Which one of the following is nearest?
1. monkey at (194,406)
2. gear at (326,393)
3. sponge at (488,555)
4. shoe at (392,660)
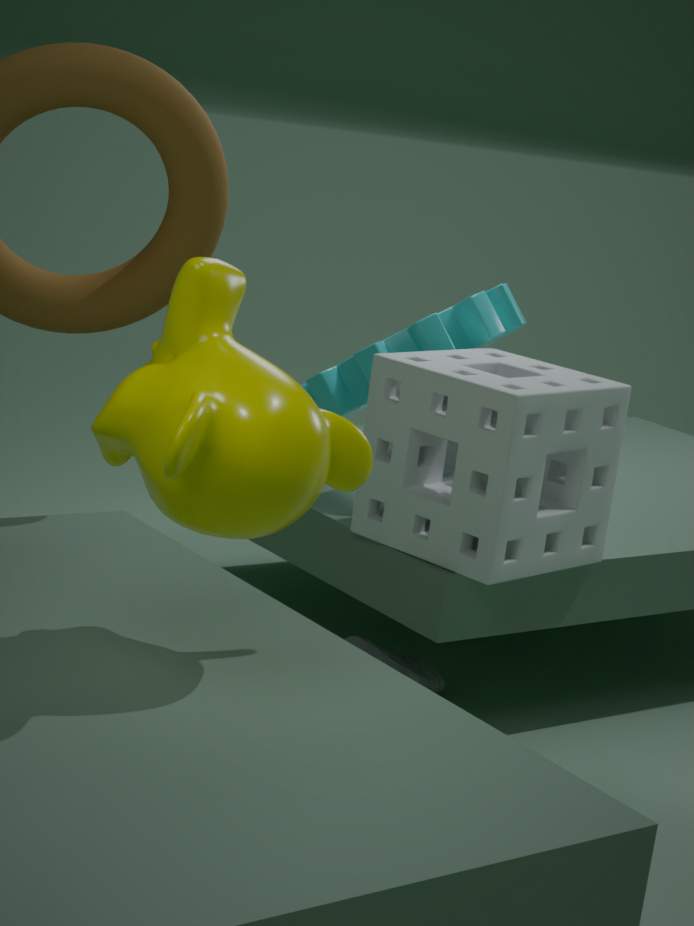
monkey at (194,406)
